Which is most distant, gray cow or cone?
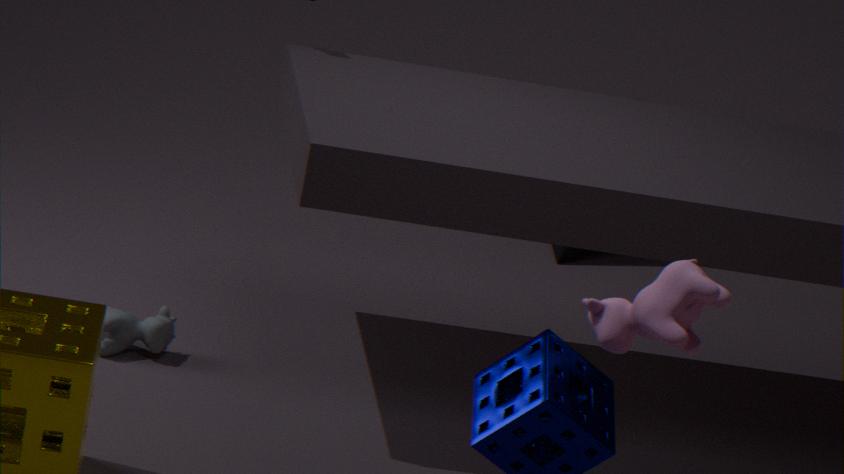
cone
